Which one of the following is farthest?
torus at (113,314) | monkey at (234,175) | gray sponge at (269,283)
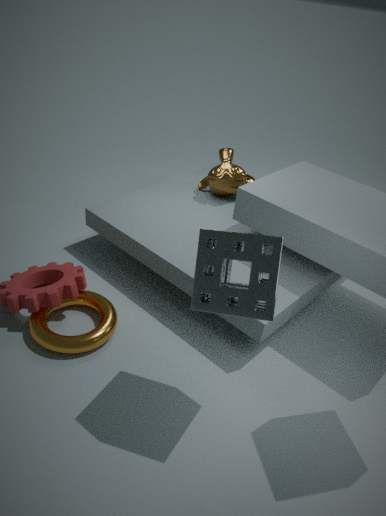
monkey at (234,175)
